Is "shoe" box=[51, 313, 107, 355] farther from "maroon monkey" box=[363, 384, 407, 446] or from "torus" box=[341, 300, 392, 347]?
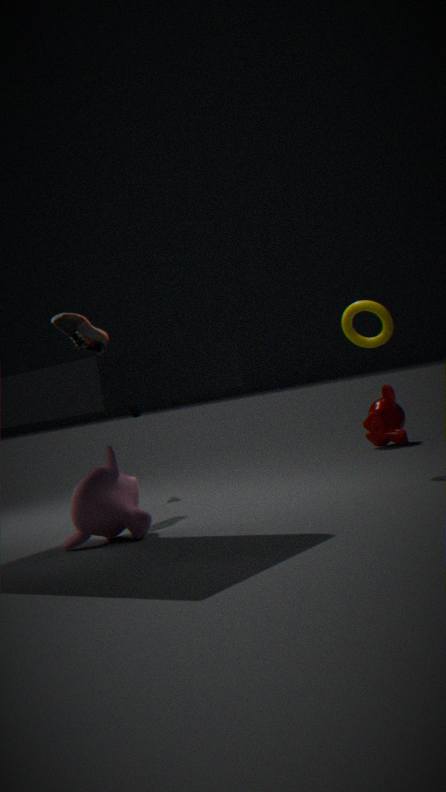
"maroon monkey" box=[363, 384, 407, 446]
